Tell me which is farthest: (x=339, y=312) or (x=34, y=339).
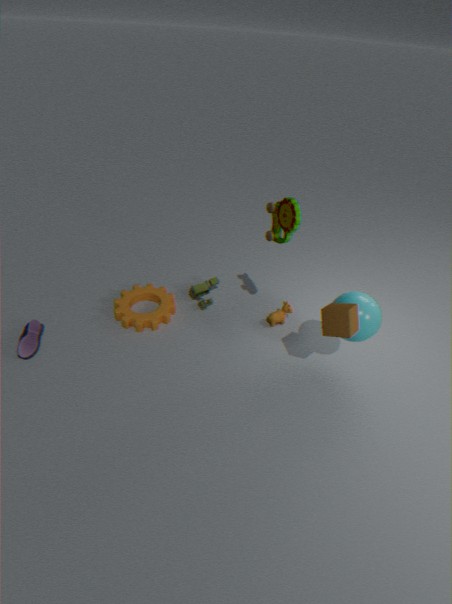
(x=34, y=339)
